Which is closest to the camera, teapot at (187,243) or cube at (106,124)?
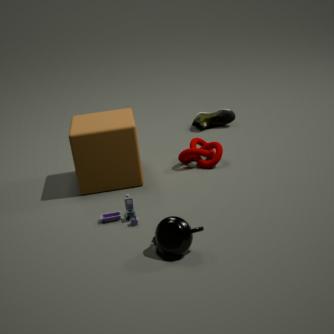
teapot at (187,243)
